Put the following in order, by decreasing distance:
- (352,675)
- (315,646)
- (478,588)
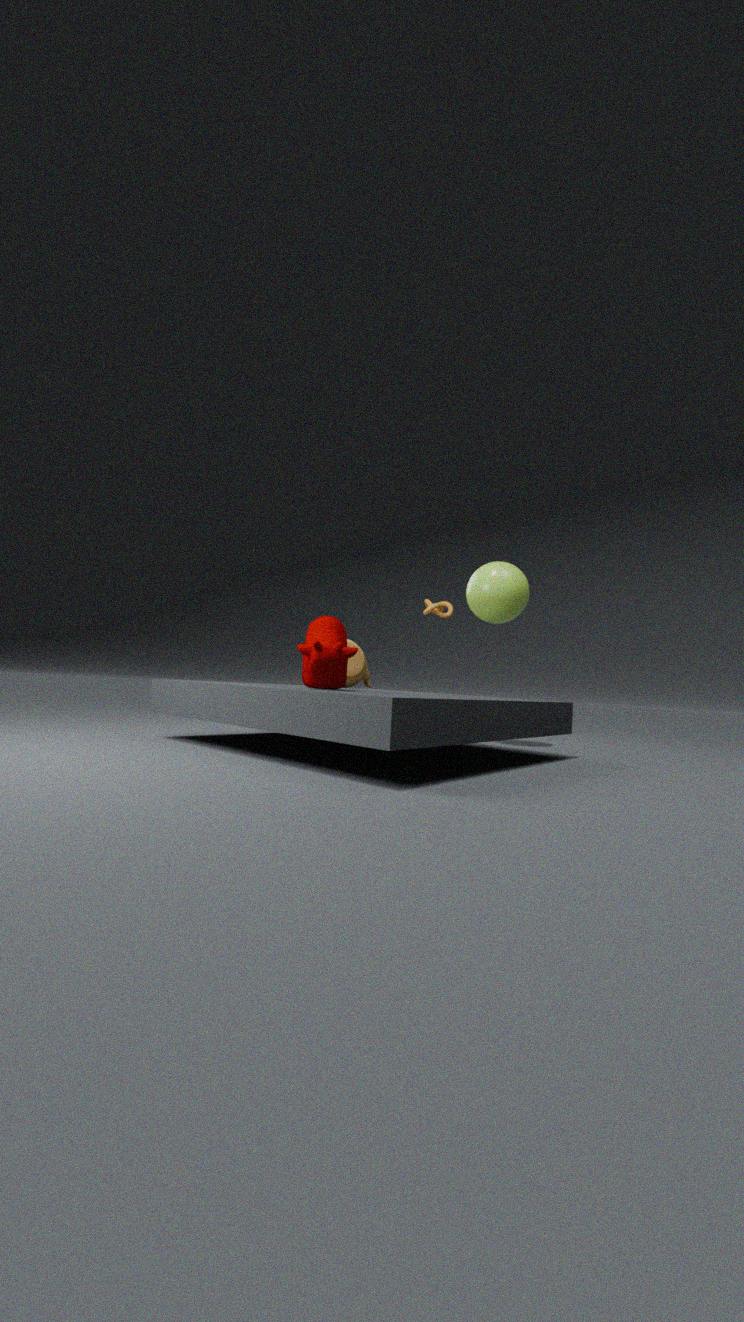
1. (352,675)
2. (478,588)
3. (315,646)
